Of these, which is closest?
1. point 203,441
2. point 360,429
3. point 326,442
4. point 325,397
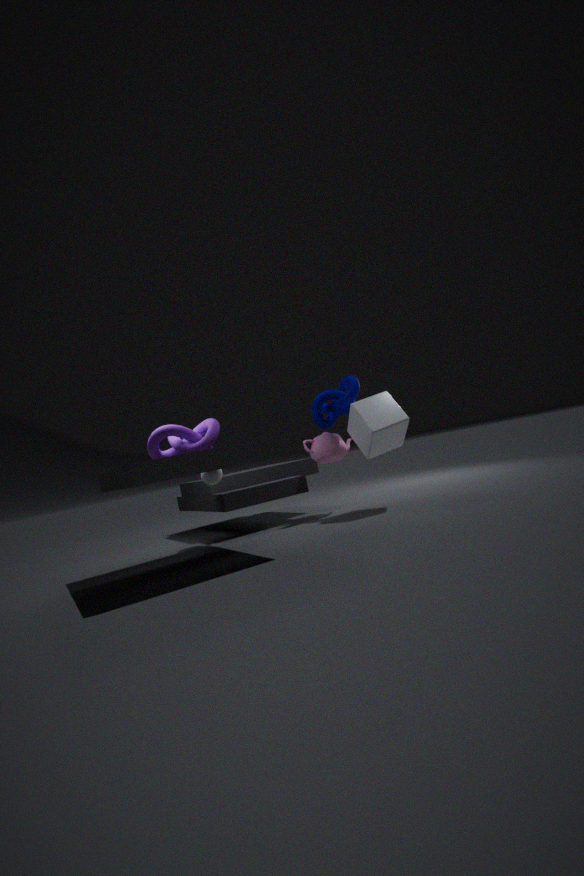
point 203,441
